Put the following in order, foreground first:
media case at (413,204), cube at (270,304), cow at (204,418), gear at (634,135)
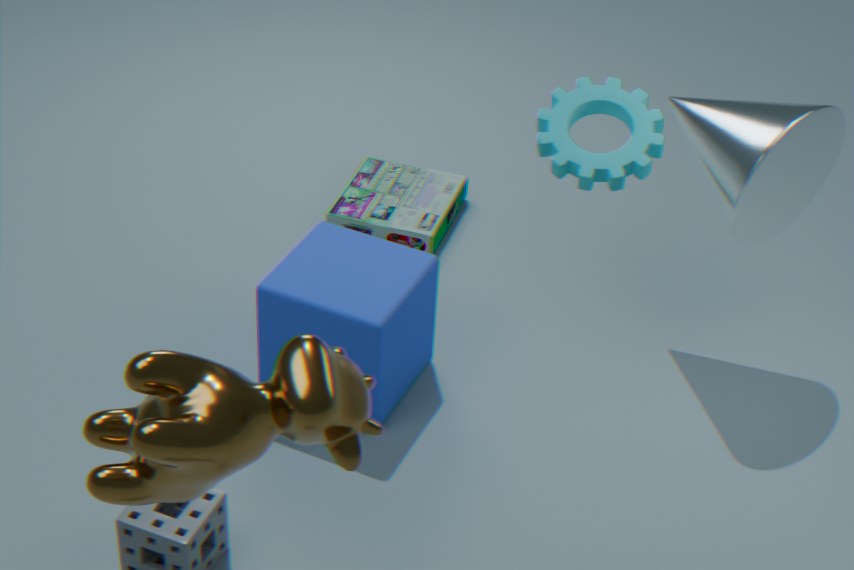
1. cow at (204,418)
2. gear at (634,135)
3. cube at (270,304)
4. media case at (413,204)
